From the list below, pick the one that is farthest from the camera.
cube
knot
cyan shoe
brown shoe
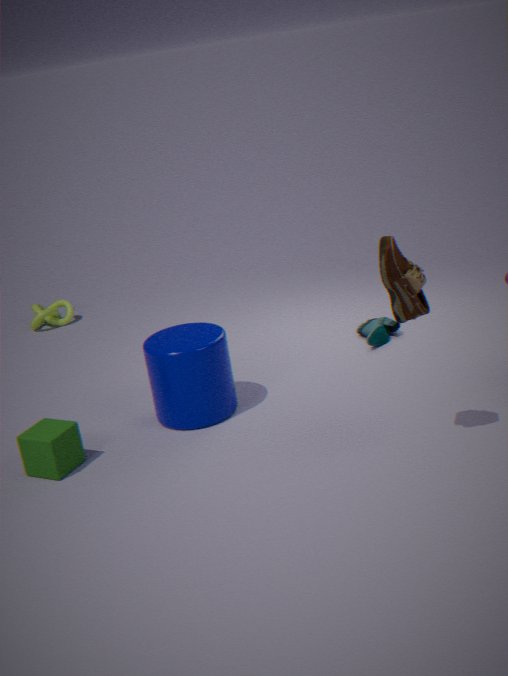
knot
